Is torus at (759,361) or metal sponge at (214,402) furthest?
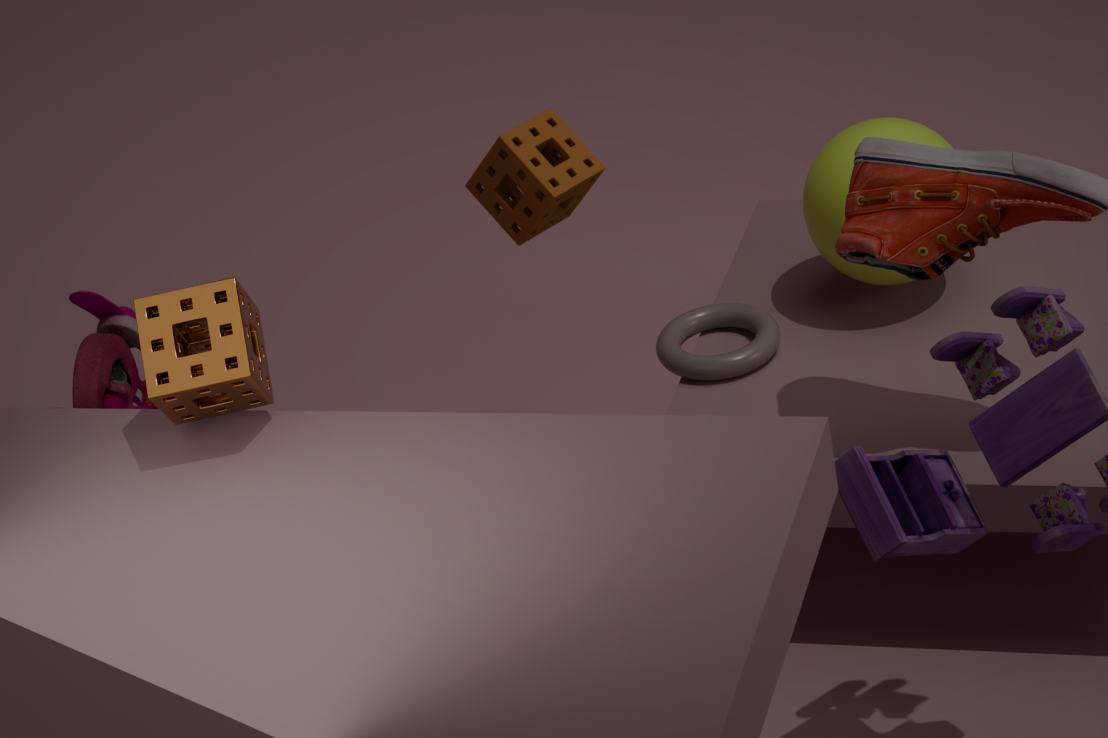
torus at (759,361)
